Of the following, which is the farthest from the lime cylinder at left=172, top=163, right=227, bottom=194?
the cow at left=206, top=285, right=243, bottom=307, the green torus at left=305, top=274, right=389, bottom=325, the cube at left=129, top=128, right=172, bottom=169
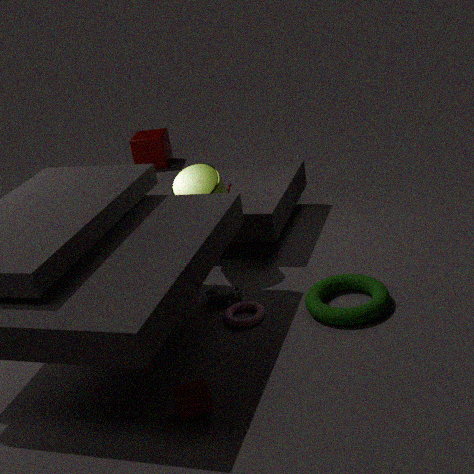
the cube at left=129, top=128, right=172, bottom=169
